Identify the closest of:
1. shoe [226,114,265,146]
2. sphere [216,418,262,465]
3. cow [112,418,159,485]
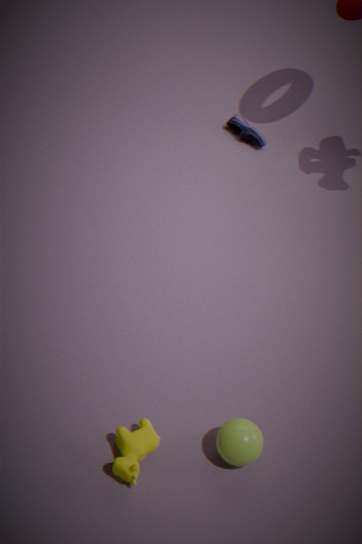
cow [112,418,159,485]
